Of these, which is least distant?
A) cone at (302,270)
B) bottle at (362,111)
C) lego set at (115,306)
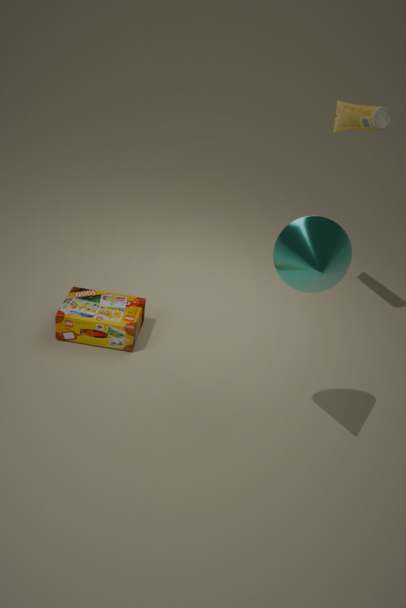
cone at (302,270)
